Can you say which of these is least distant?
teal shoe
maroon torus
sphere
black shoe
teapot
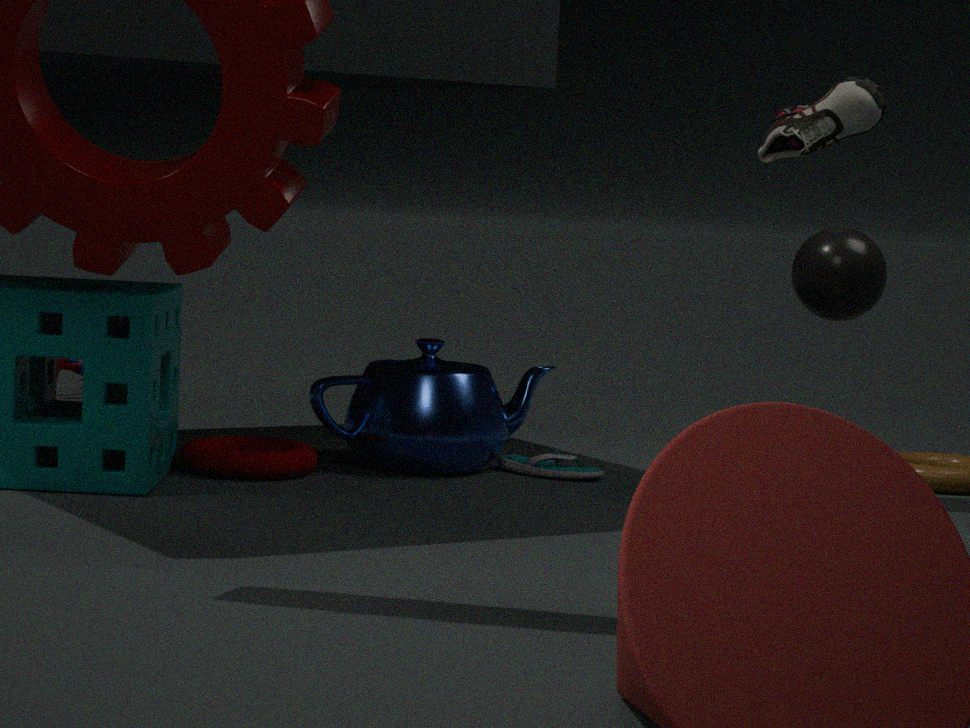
sphere
